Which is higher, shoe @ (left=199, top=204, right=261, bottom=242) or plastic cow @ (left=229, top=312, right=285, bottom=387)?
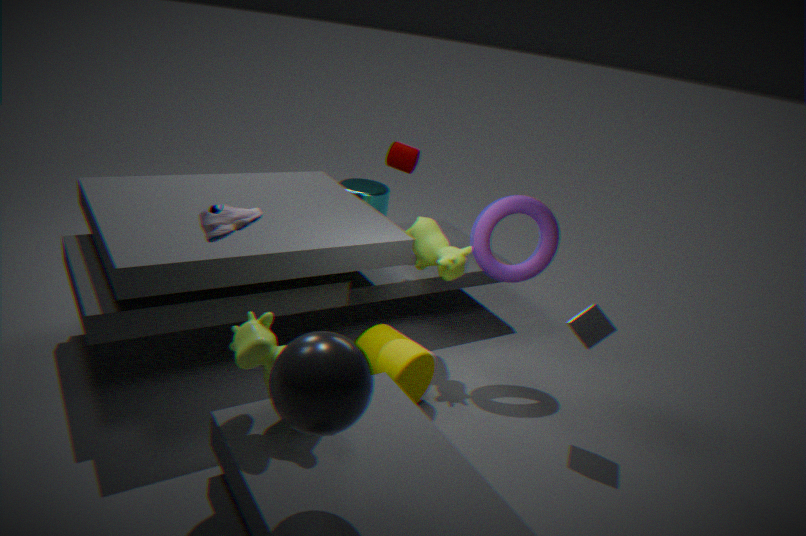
shoe @ (left=199, top=204, right=261, bottom=242)
